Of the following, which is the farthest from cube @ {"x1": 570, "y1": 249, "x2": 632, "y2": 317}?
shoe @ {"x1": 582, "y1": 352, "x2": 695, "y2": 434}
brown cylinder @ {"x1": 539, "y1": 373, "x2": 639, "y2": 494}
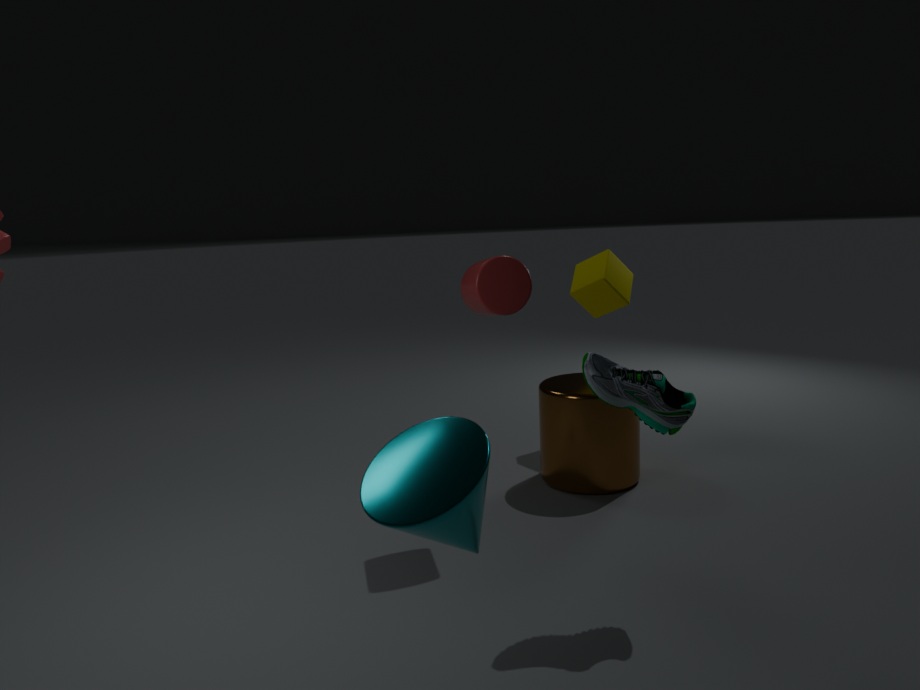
shoe @ {"x1": 582, "y1": 352, "x2": 695, "y2": 434}
